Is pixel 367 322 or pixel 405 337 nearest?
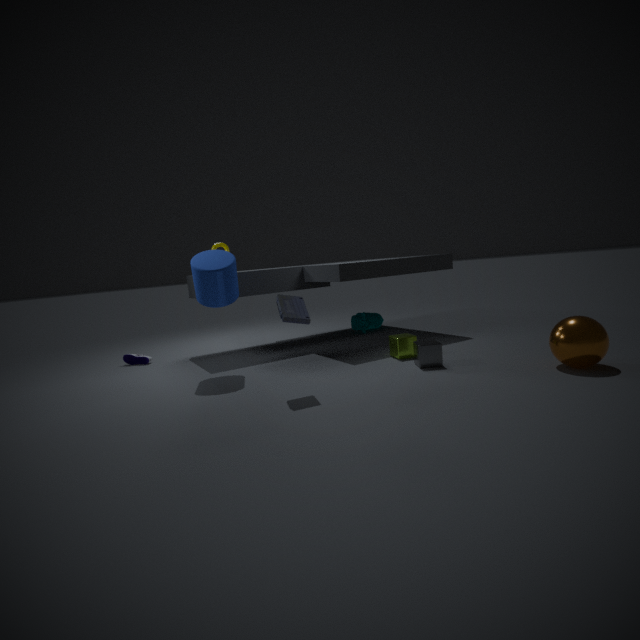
pixel 405 337
